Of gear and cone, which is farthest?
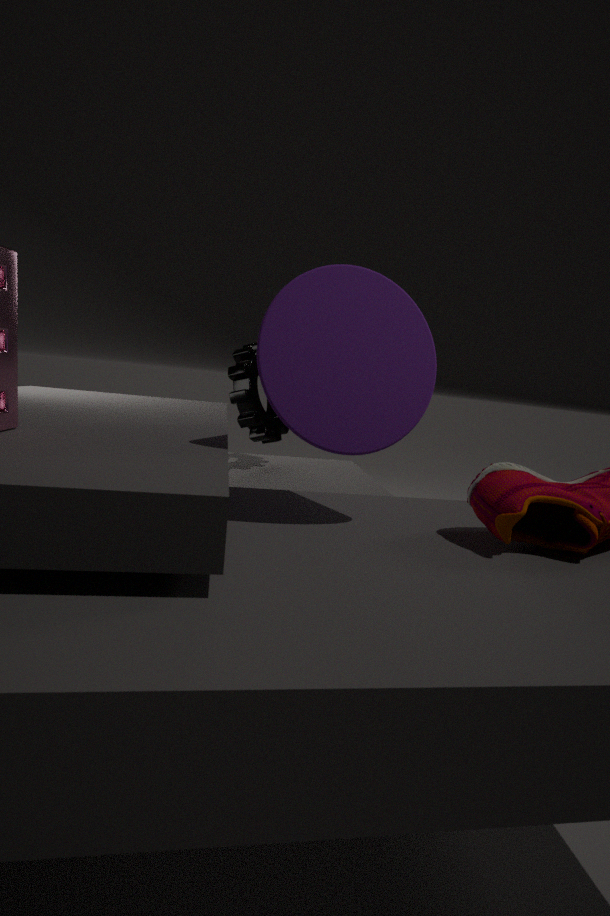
gear
